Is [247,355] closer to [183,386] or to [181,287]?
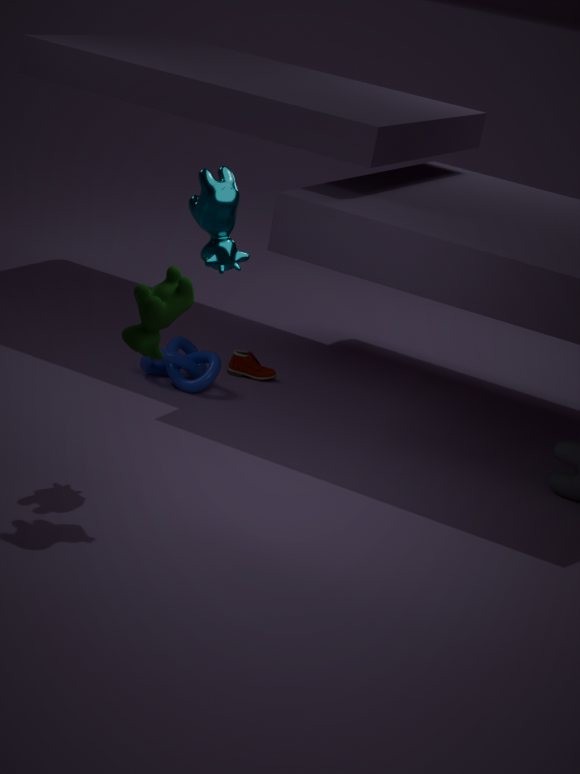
[183,386]
